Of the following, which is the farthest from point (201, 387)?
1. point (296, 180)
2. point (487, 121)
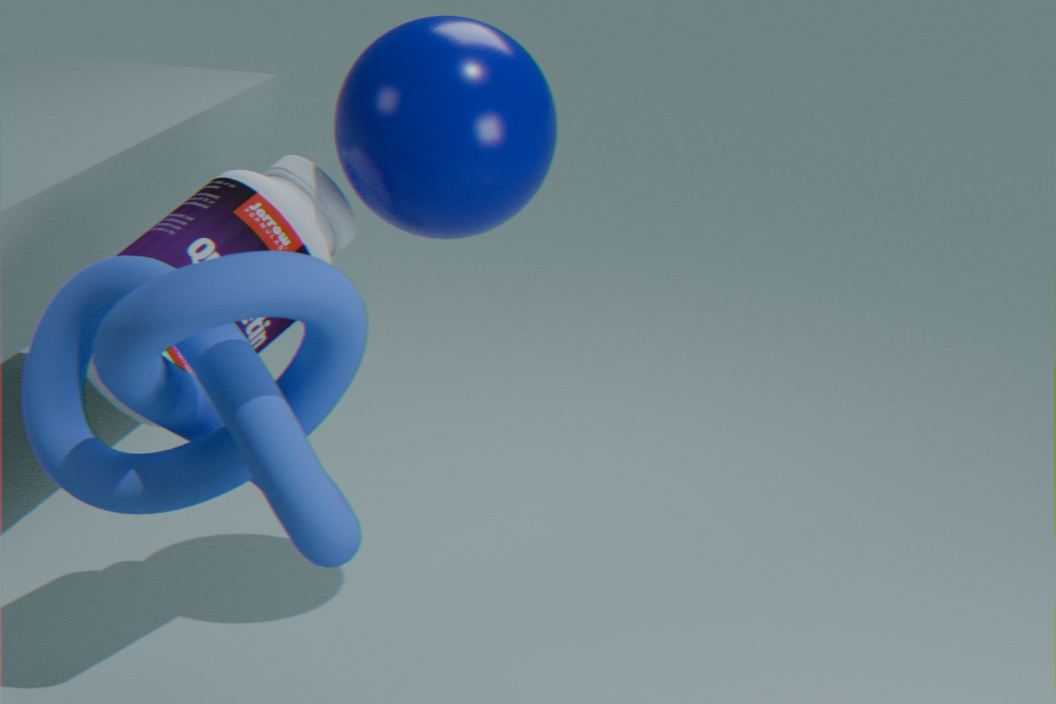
point (487, 121)
